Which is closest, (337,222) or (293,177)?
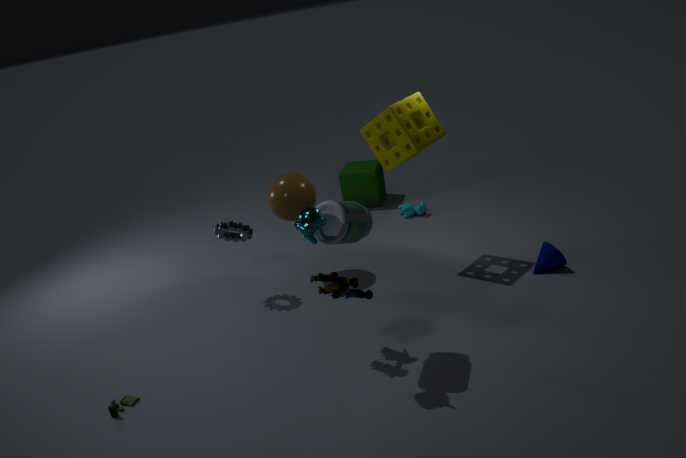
(337,222)
